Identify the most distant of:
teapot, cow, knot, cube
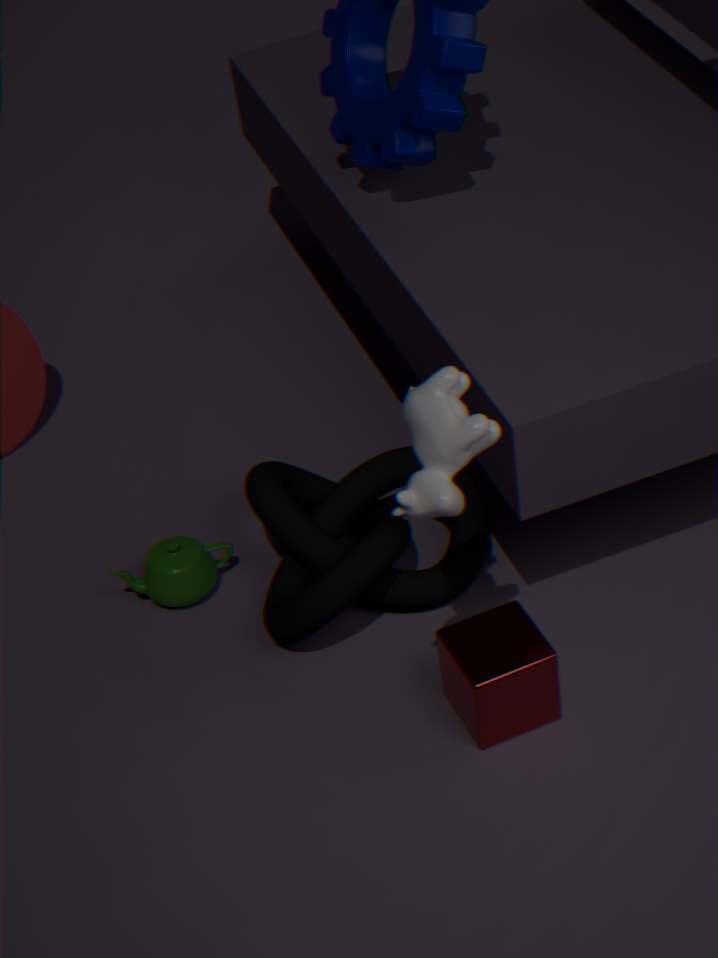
teapot
